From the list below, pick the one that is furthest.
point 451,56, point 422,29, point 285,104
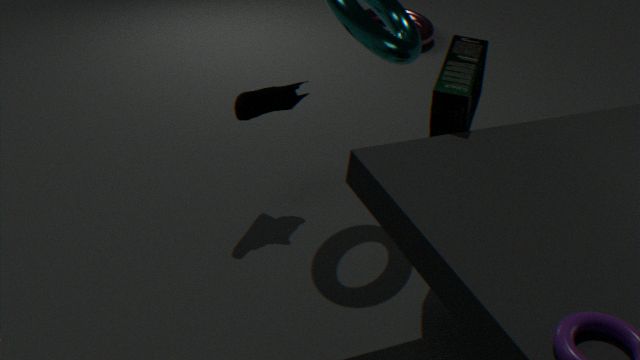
point 422,29
